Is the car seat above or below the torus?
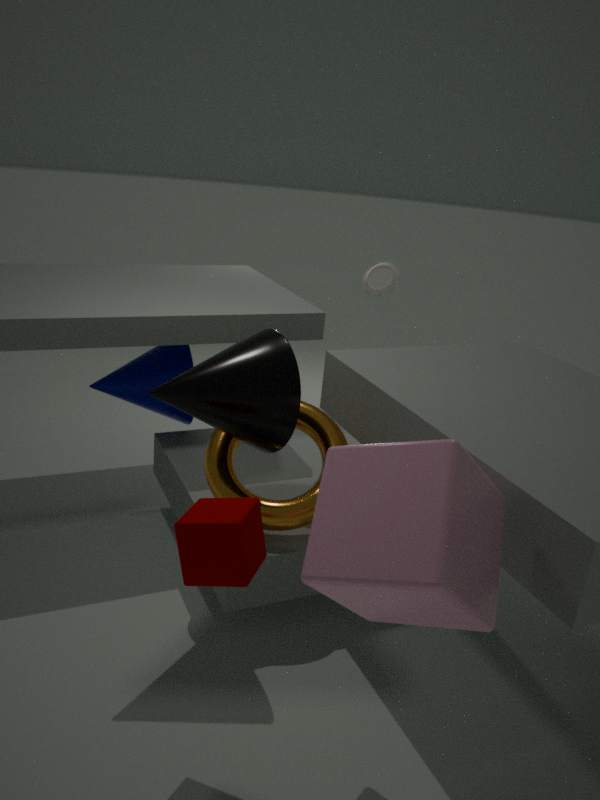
above
